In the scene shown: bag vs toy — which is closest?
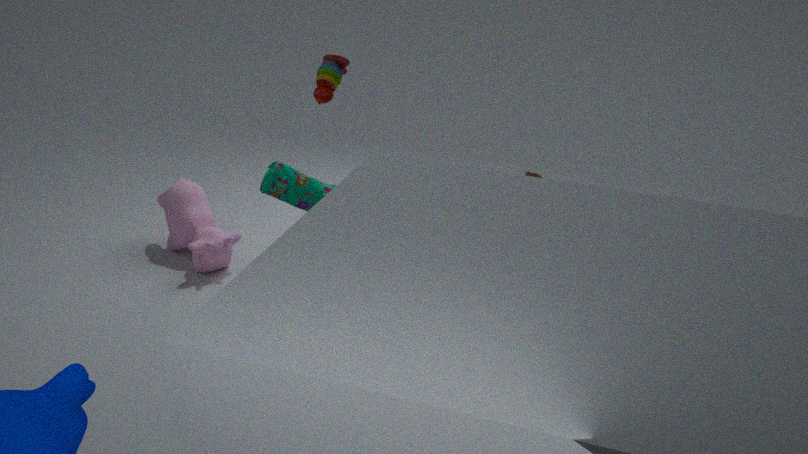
bag
